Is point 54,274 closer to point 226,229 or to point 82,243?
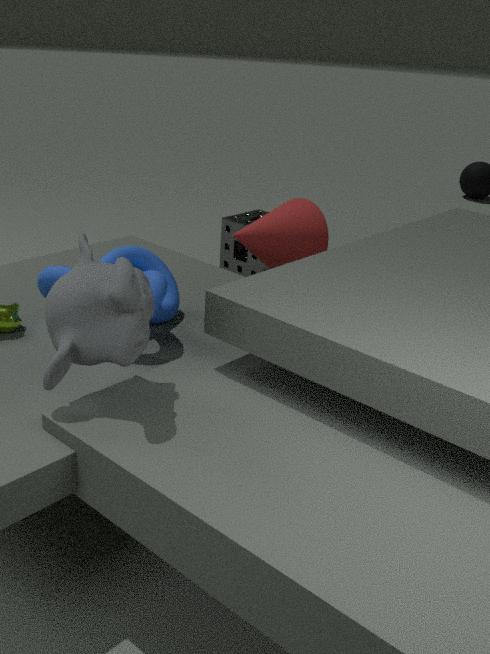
point 82,243
